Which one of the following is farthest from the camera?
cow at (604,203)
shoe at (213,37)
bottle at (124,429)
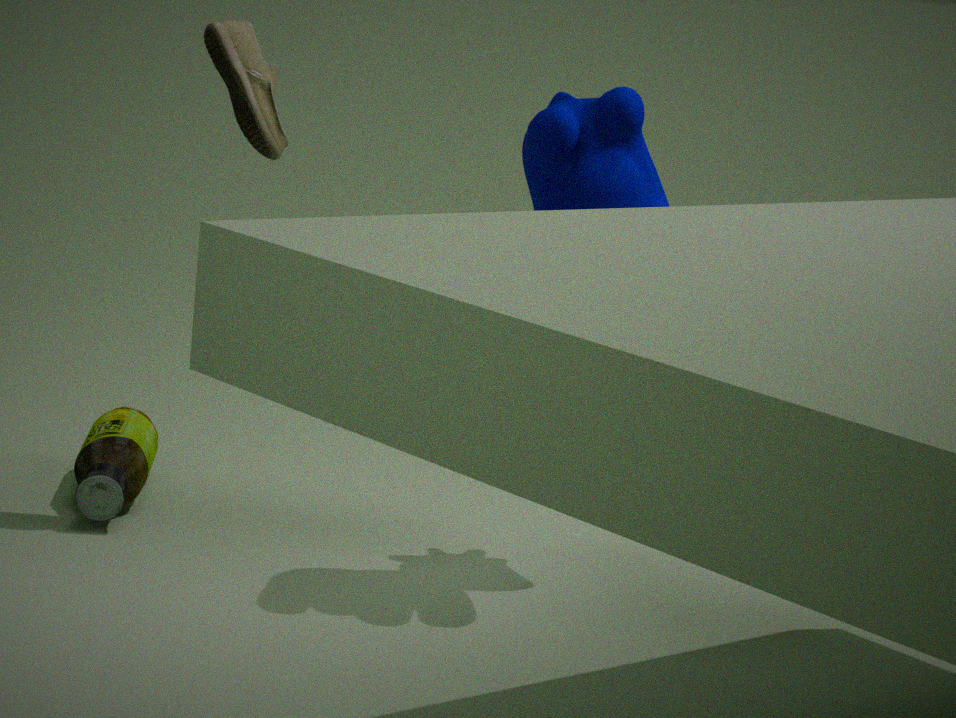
bottle at (124,429)
